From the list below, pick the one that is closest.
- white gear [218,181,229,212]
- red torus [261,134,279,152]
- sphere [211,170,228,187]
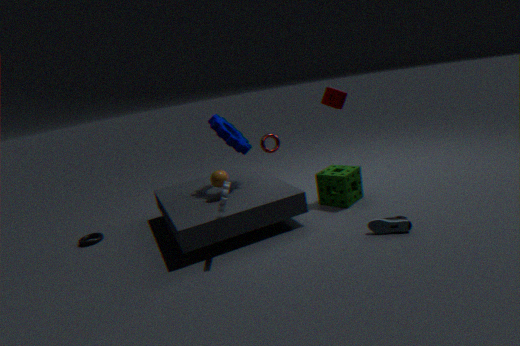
white gear [218,181,229,212]
